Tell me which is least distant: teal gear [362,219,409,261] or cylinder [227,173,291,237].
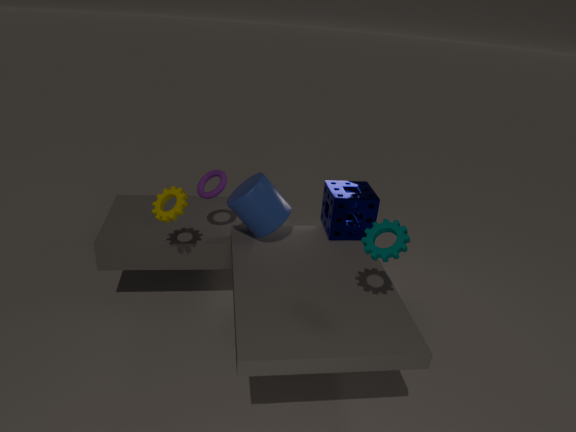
teal gear [362,219,409,261]
